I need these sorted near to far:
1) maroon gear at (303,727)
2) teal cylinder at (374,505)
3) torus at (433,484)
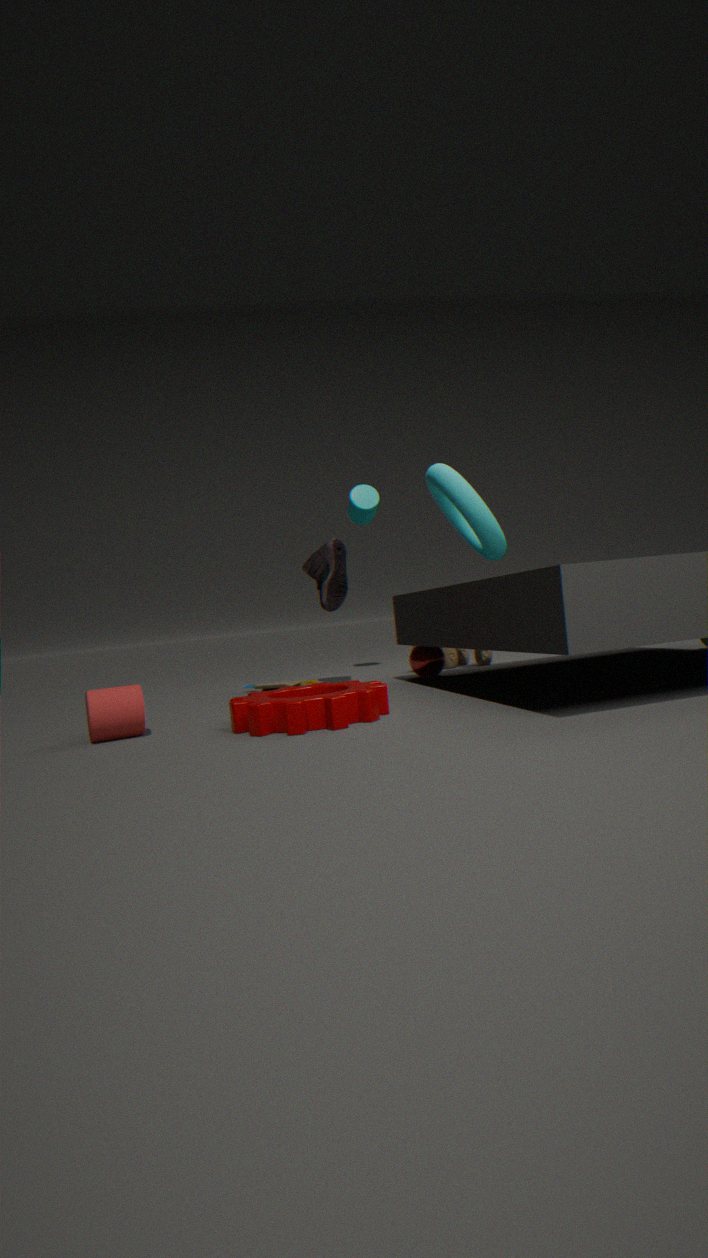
1. maroon gear at (303,727), 3. torus at (433,484), 2. teal cylinder at (374,505)
